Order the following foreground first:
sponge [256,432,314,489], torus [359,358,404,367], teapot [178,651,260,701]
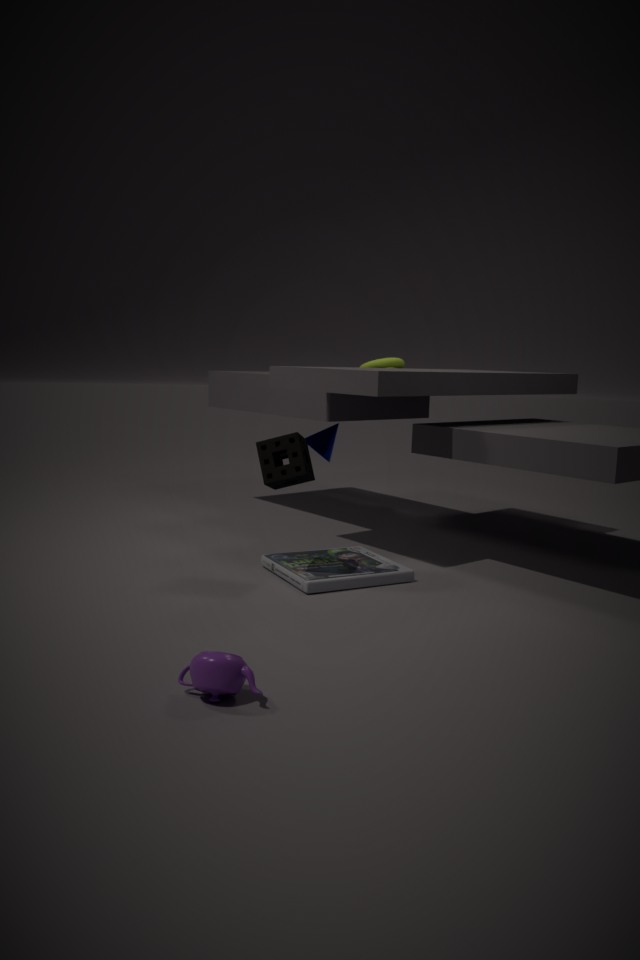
teapot [178,651,260,701] → sponge [256,432,314,489] → torus [359,358,404,367]
